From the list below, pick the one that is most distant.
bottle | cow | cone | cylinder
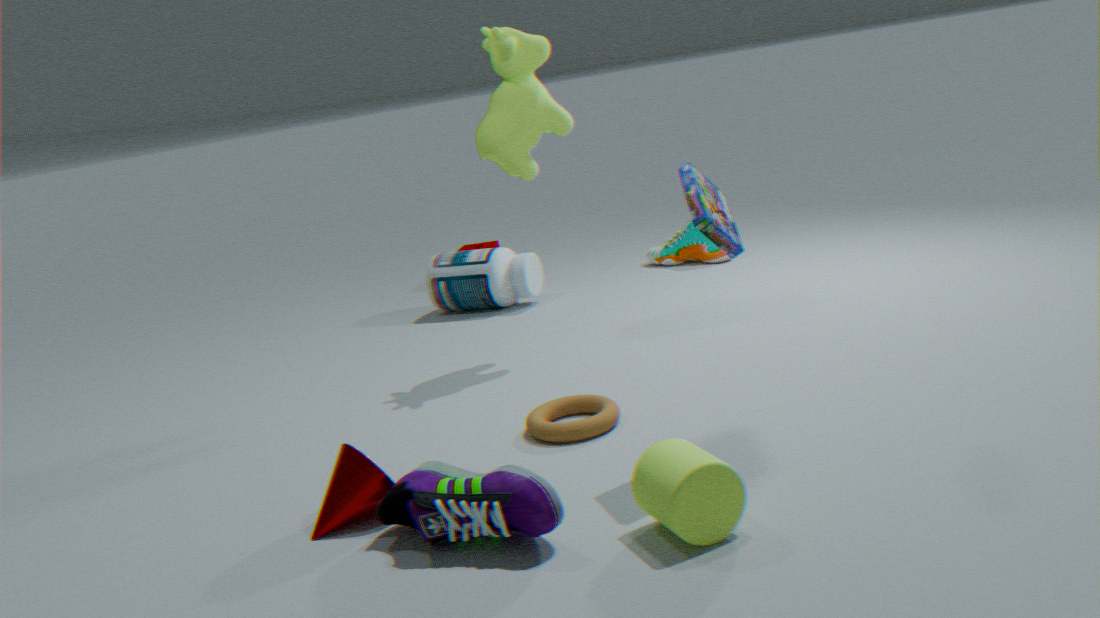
bottle
